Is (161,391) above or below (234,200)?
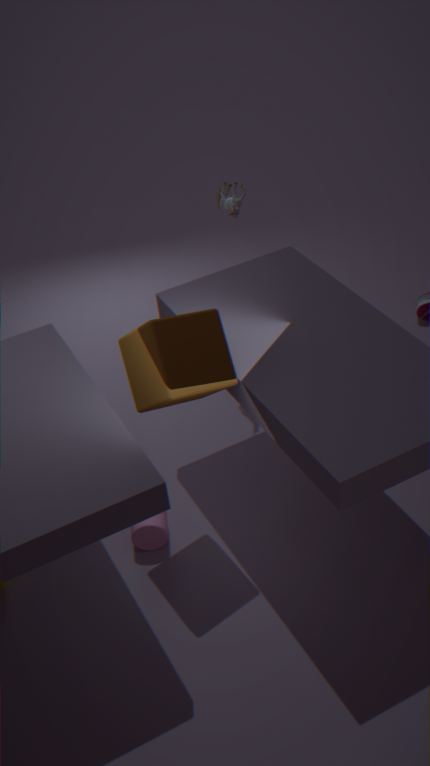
below
